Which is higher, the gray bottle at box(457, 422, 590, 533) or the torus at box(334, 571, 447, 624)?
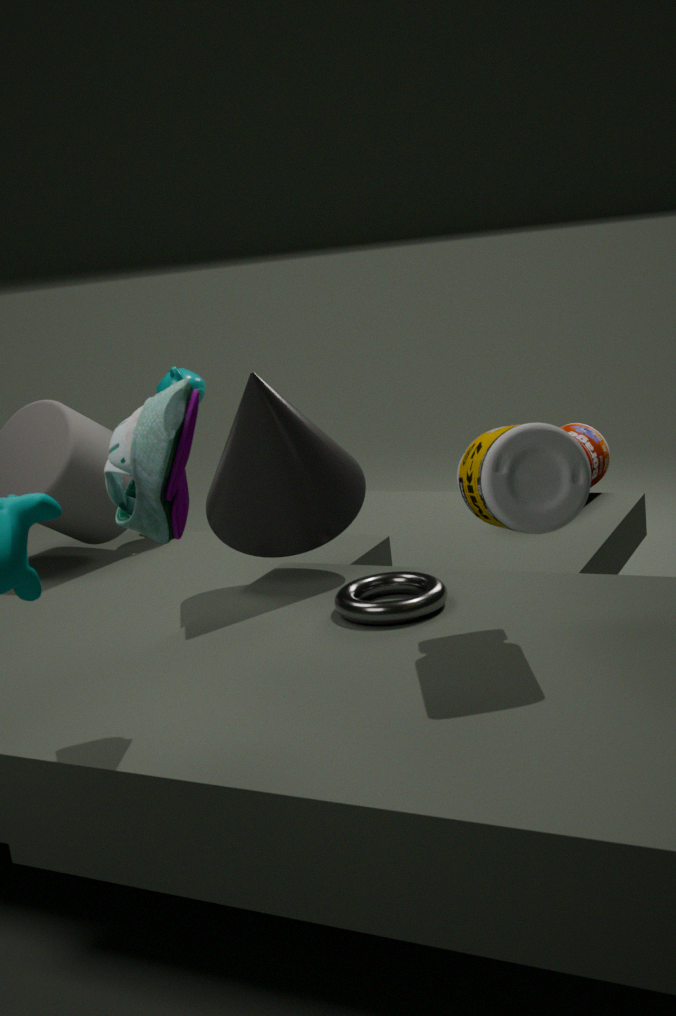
the gray bottle at box(457, 422, 590, 533)
